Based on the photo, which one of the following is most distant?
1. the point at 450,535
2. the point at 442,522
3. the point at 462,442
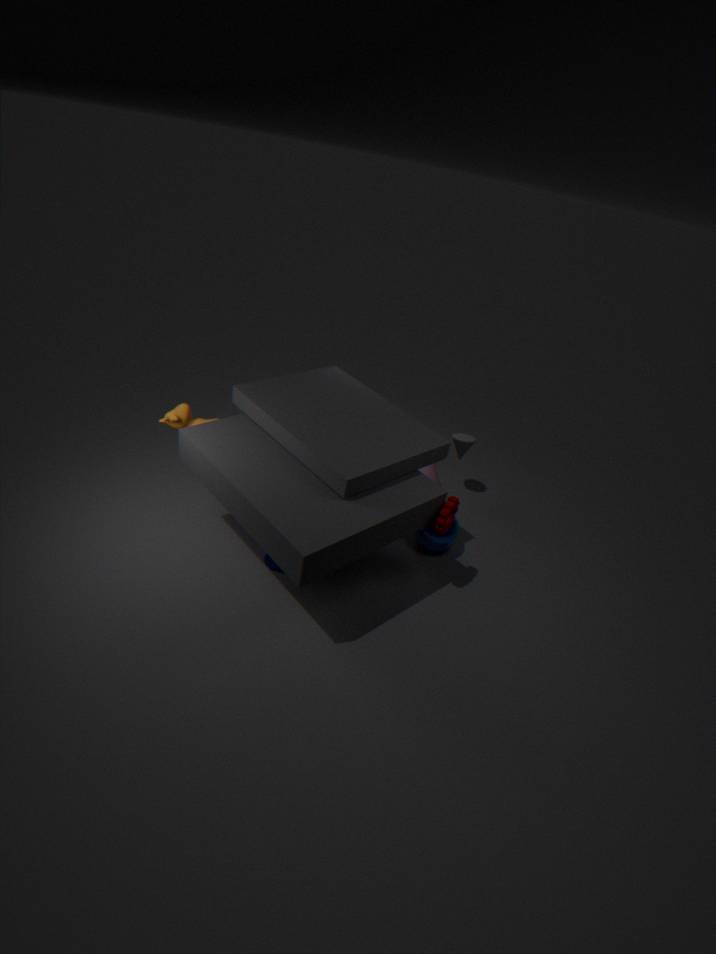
the point at 462,442
